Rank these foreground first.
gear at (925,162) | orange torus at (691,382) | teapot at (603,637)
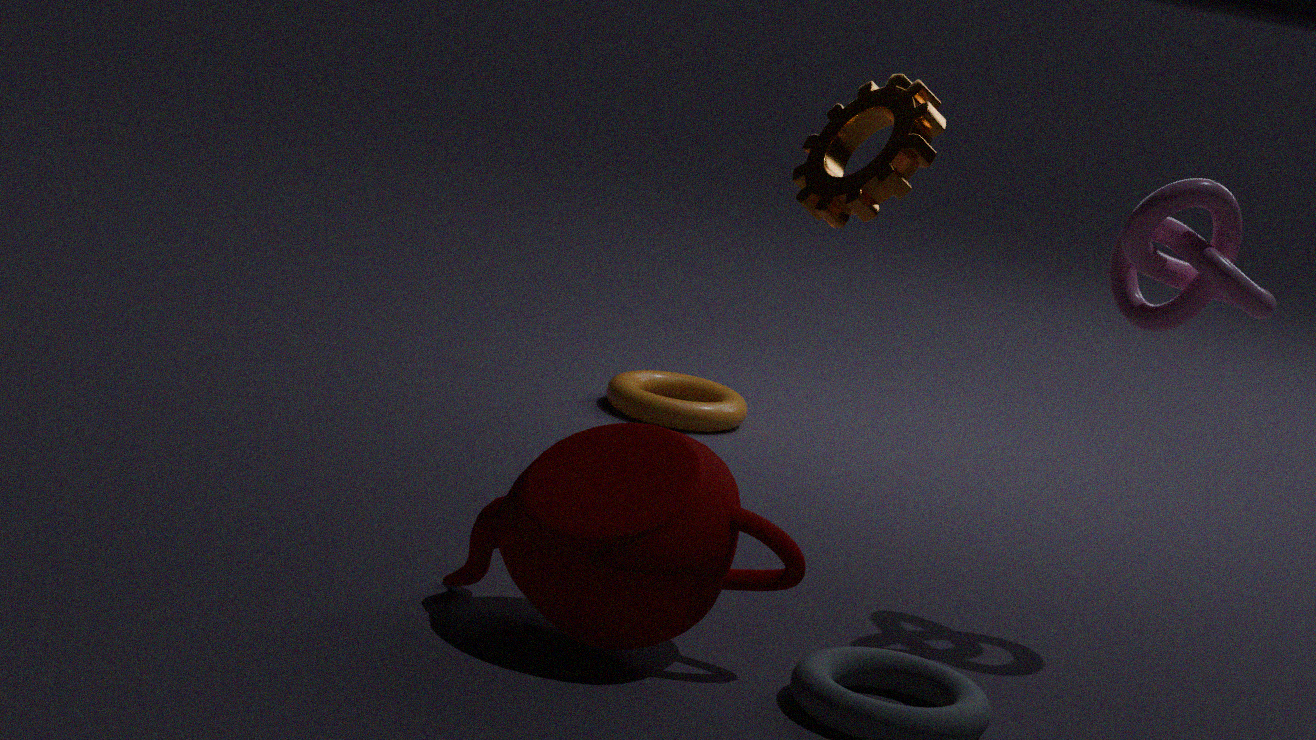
teapot at (603,637) → gear at (925,162) → orange torus at (691,382)
